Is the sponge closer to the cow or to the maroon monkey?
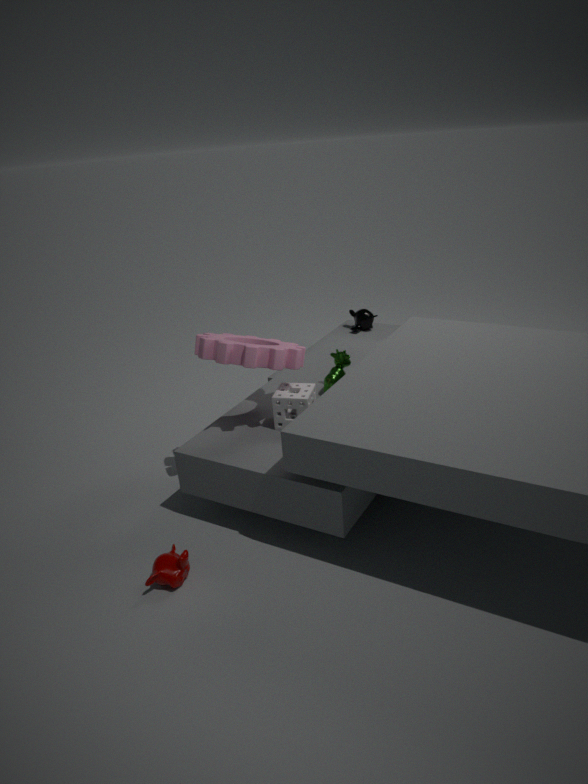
the cow
